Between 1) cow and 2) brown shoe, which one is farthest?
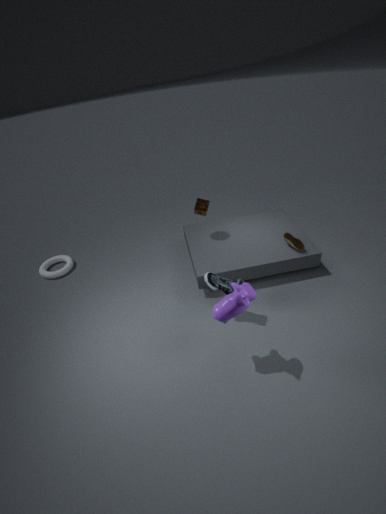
2. brown shoe
